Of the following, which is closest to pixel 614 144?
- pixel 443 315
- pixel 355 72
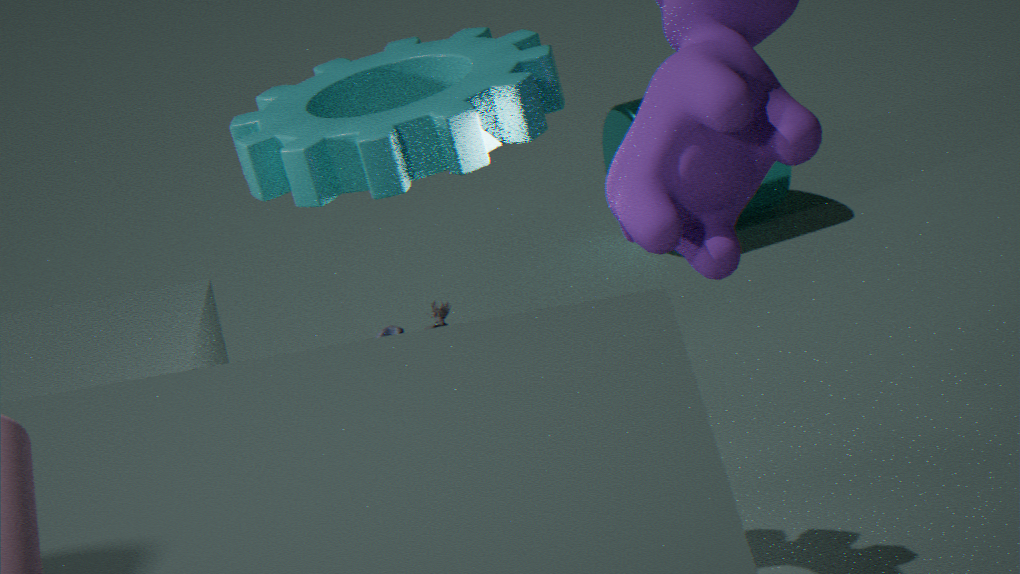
pixel 443 315
